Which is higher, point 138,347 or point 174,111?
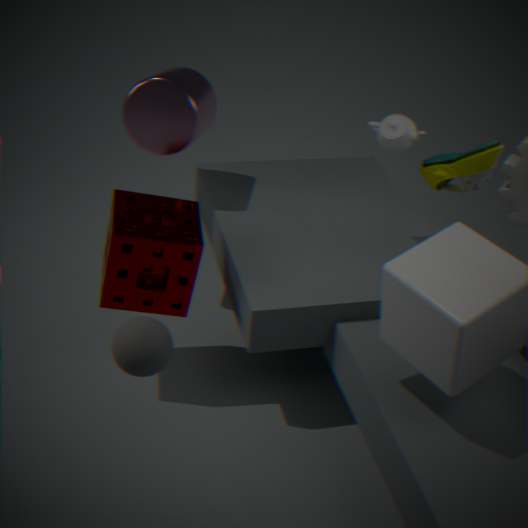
point 174,111
